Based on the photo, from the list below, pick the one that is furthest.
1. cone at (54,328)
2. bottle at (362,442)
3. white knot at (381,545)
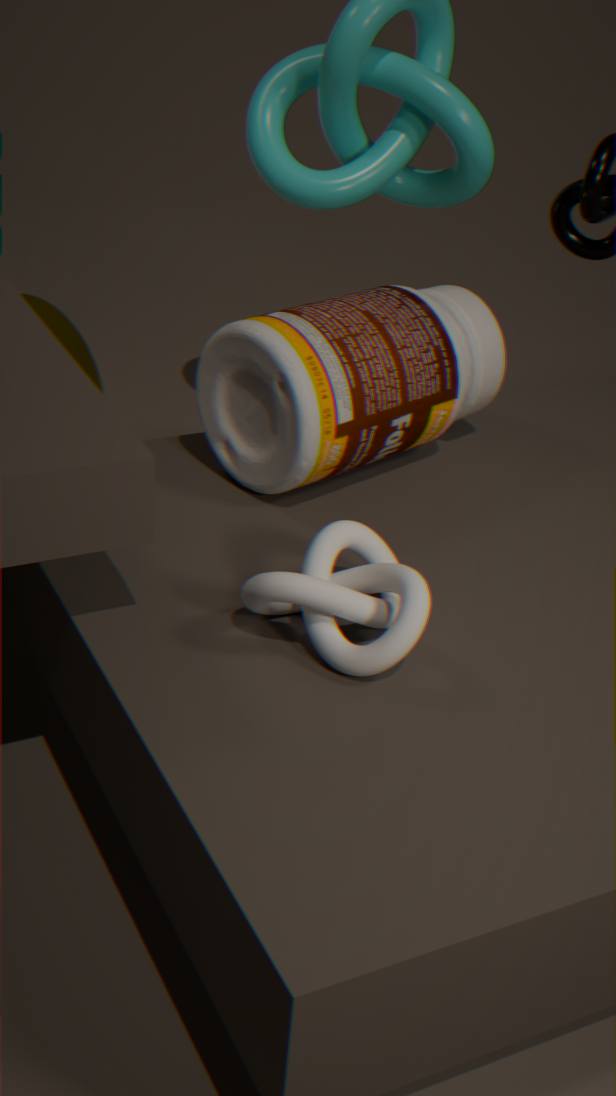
cone at (54,328)
